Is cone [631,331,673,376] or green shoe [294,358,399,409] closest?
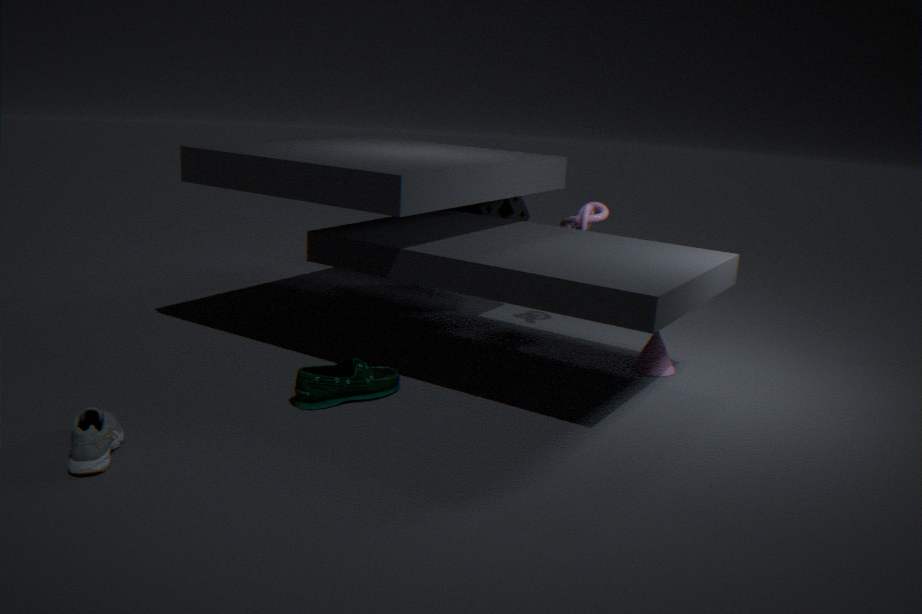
green shoe [294,358,399,409]
